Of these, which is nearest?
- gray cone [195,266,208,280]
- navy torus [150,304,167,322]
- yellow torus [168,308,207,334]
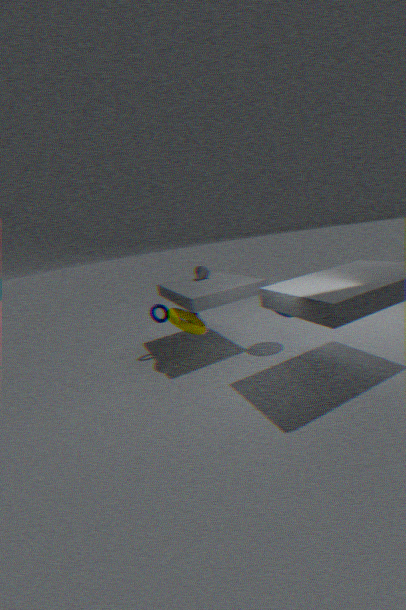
yellow torus [168,308,207,334]
